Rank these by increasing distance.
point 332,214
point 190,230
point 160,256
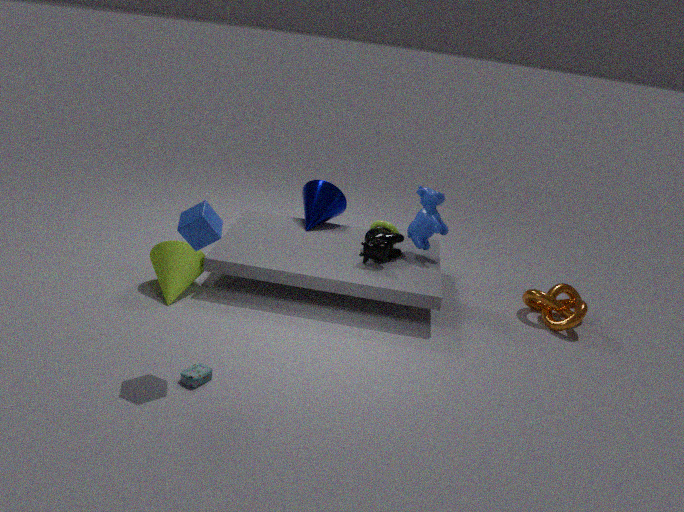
point 190,230
point 160,256
point 332,214
